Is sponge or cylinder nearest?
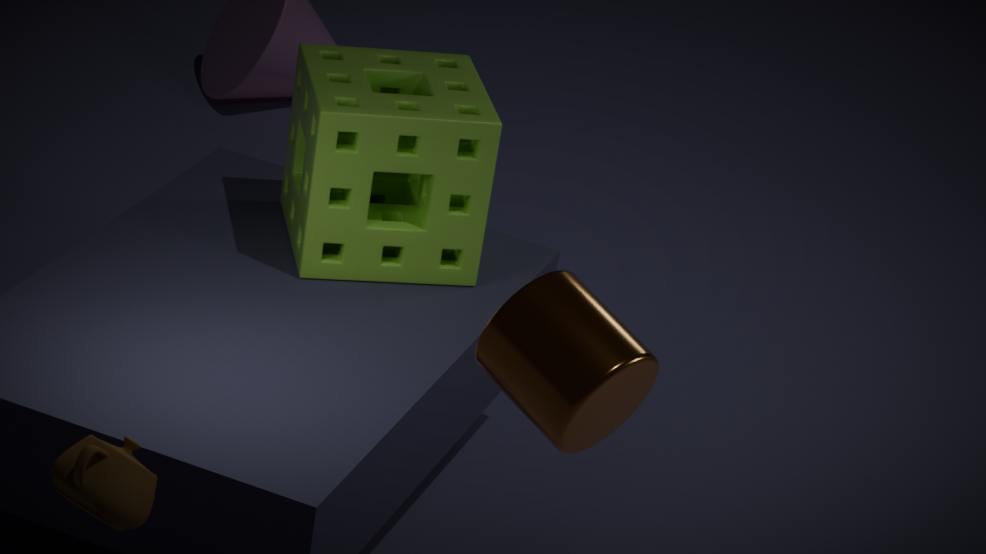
cylinder
